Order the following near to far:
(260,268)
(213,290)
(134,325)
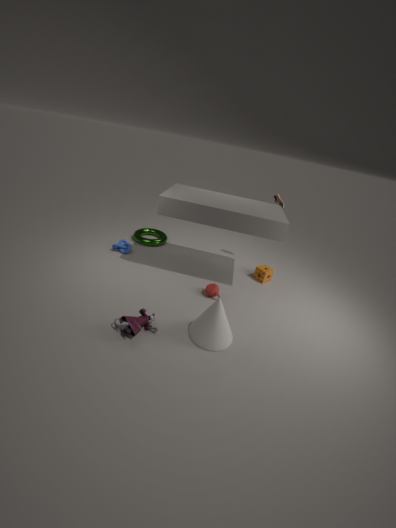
(134,325) → (213,290) → (260,268)
